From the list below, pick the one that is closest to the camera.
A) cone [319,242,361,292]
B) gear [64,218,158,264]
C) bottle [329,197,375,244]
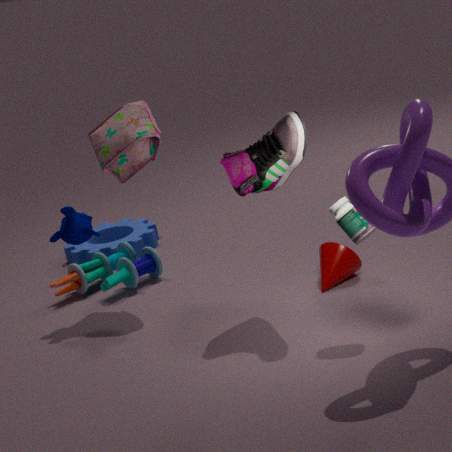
bottle [329,197,375,244]
